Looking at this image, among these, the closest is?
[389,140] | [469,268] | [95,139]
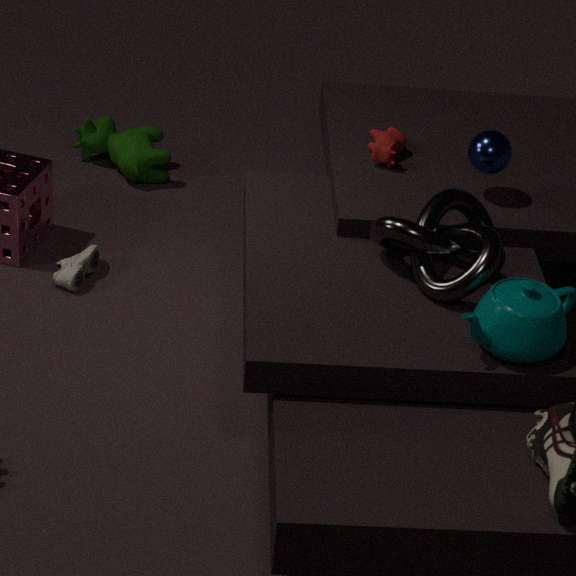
[469,268]
